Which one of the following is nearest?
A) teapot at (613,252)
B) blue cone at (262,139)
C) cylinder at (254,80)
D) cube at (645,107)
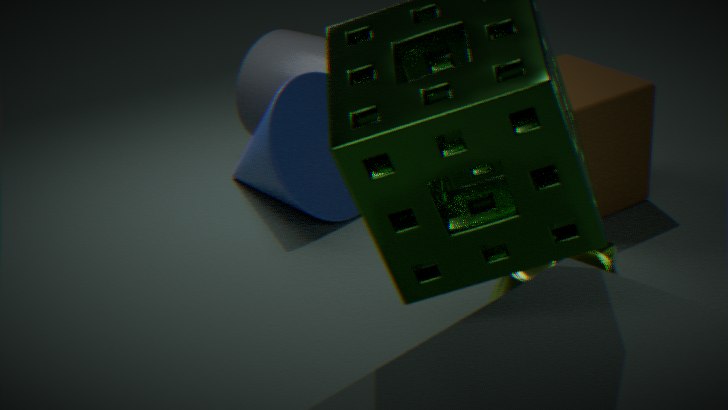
teapot at (613,252)
